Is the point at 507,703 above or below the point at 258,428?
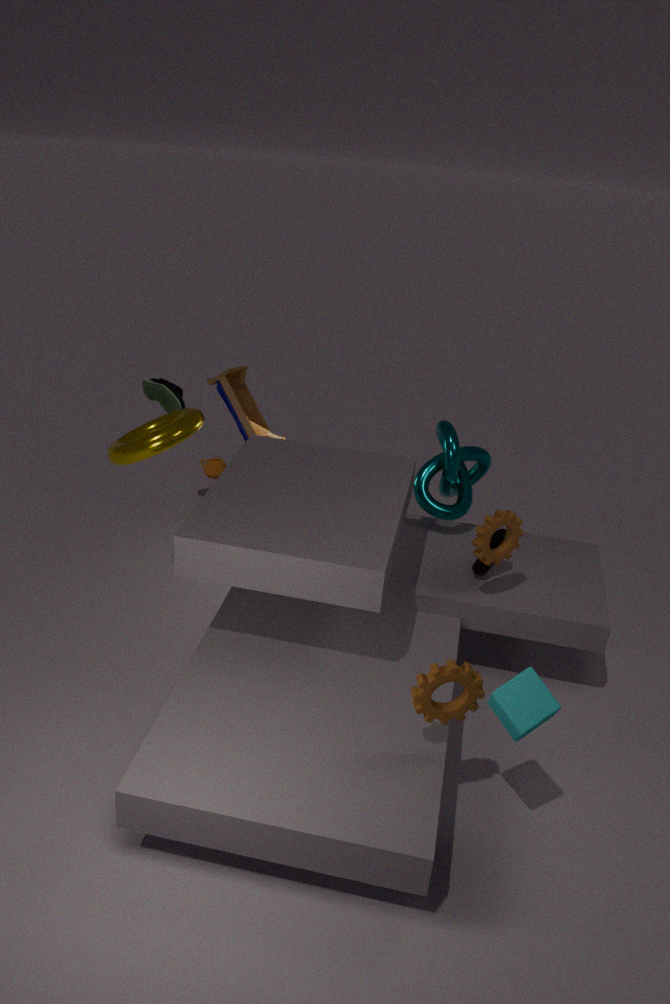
below
